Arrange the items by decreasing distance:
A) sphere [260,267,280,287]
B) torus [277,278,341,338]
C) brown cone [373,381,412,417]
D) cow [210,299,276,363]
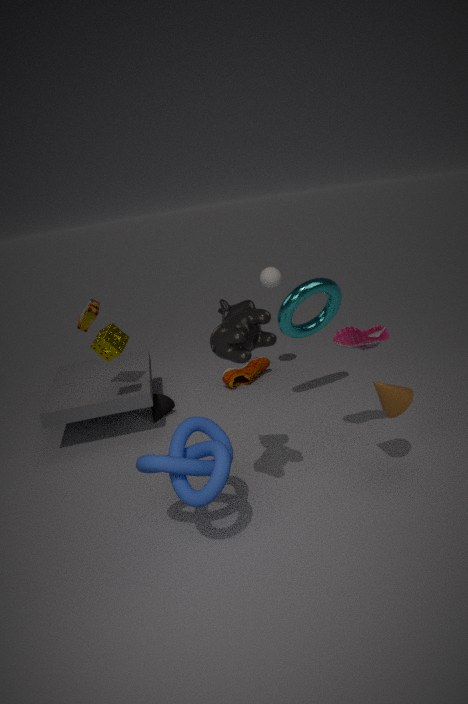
sphere [260,267,280,287] < torus [277,278,341,338] < brown cone [373,381,412,417] < cow [210,299,276,363]
